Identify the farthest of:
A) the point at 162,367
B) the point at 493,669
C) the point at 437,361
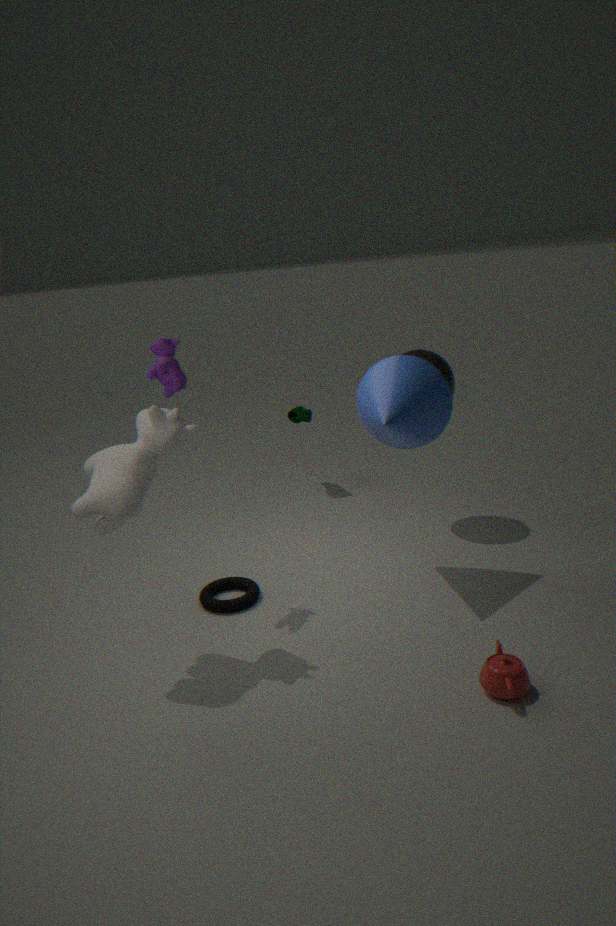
the point at 437,361
